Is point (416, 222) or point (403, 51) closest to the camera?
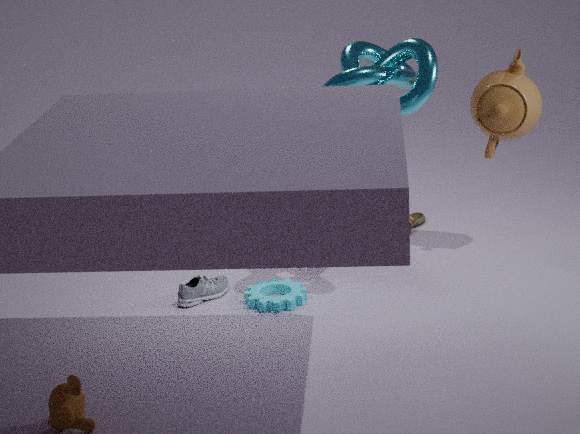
point (403, 51)
